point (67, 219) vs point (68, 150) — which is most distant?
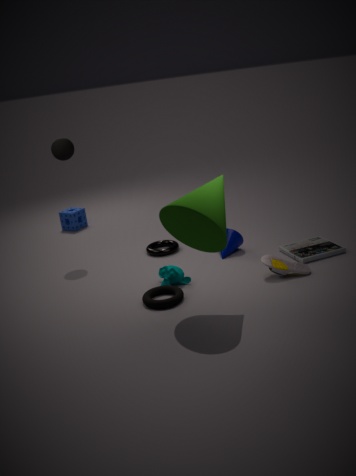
point (67, 219)
